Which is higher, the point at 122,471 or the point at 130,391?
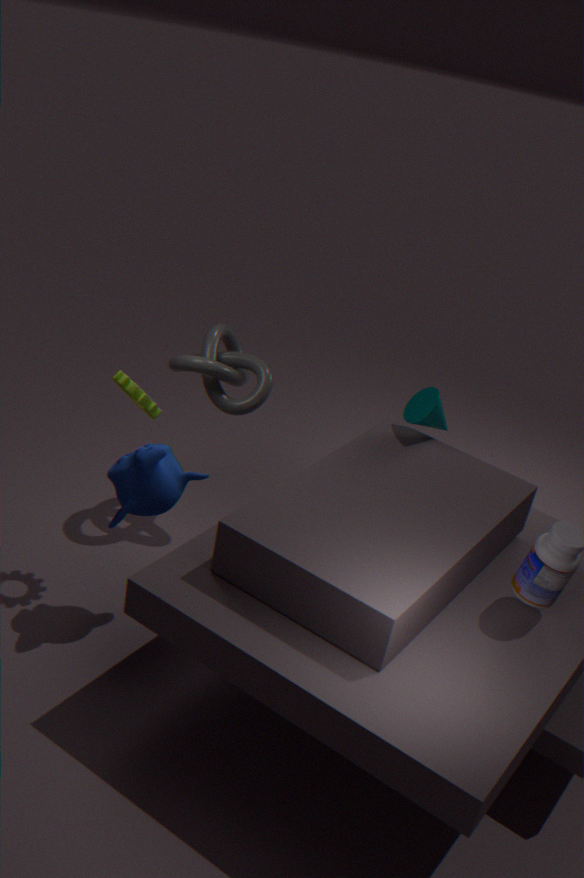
the point at 130,391
